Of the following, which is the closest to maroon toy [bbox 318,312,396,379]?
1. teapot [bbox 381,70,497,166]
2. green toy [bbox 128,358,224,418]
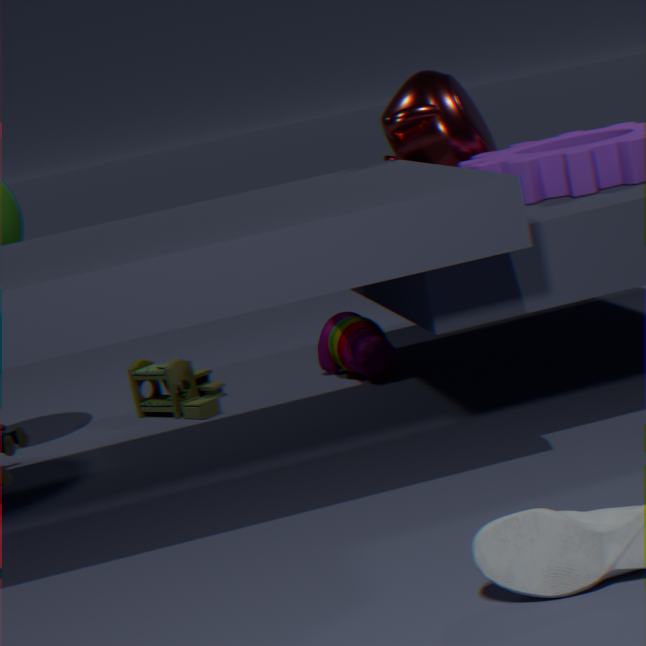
green toy [bbox 128,358,224,418]
